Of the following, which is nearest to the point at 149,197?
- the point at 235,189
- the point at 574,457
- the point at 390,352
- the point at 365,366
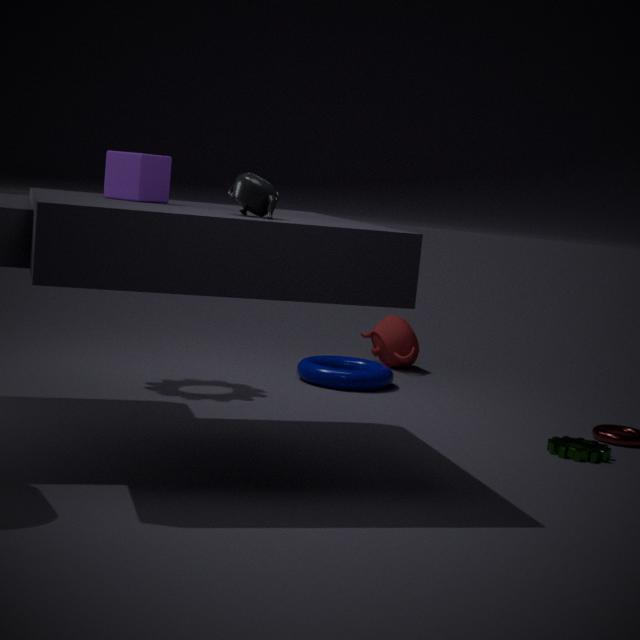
the point at 235,189
